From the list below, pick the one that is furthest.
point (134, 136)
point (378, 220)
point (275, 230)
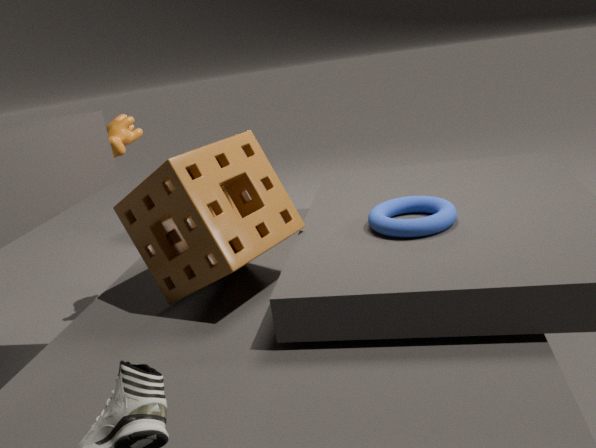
point (134, 136)
